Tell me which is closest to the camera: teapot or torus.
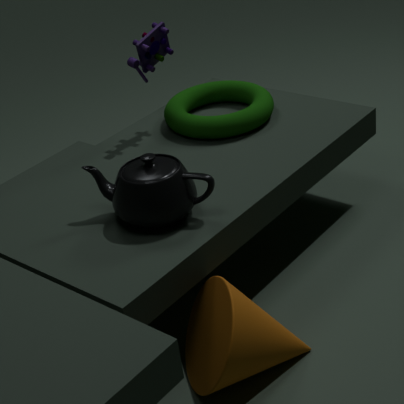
teapot
